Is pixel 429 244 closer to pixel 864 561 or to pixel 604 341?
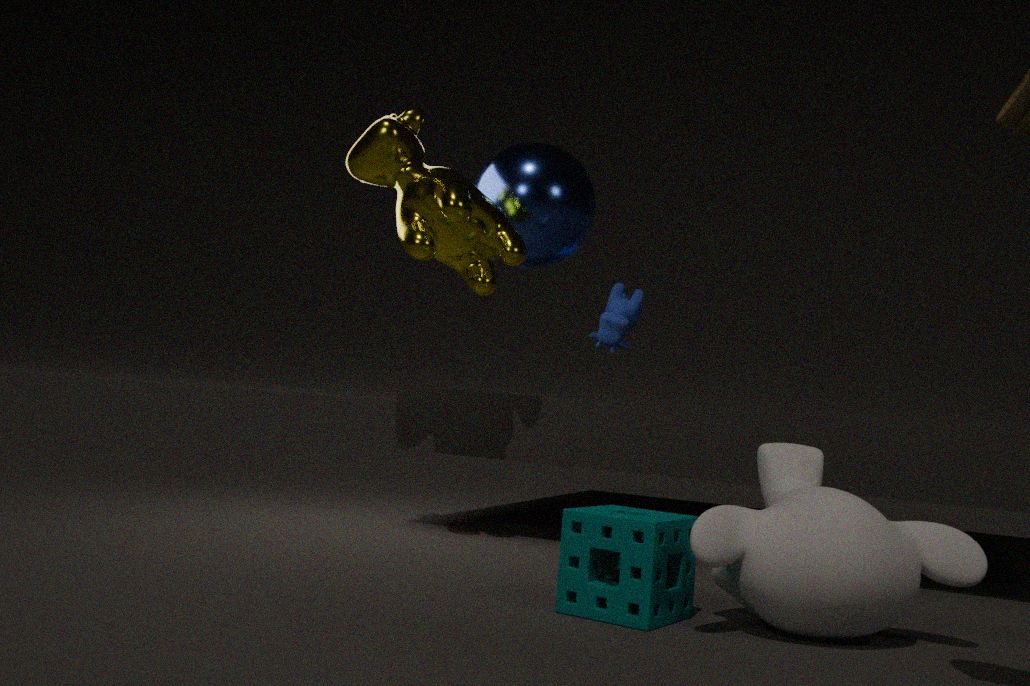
pixel 604 341
